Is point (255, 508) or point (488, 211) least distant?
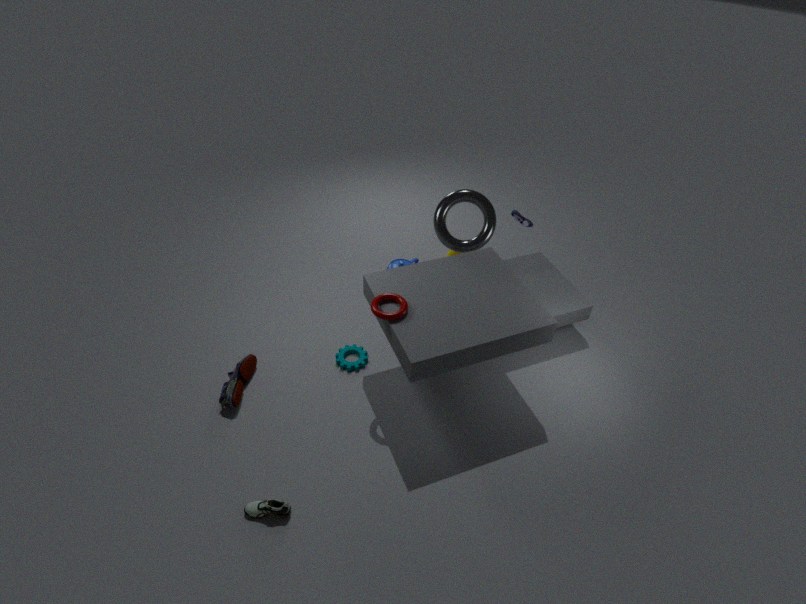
point (255, 508)
